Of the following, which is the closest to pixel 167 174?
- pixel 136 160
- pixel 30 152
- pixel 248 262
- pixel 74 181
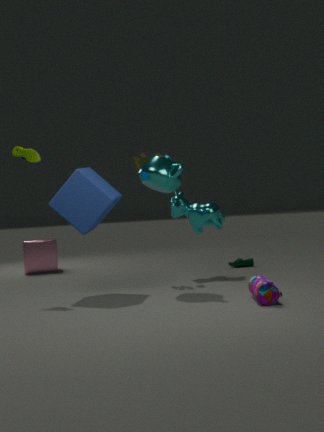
pixel 136 160
